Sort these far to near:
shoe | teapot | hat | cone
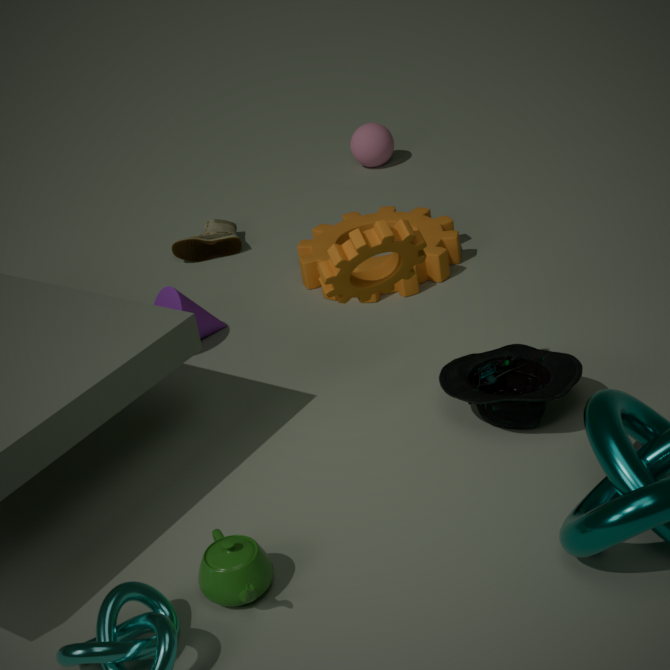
shoe
cone
hat
teapot
